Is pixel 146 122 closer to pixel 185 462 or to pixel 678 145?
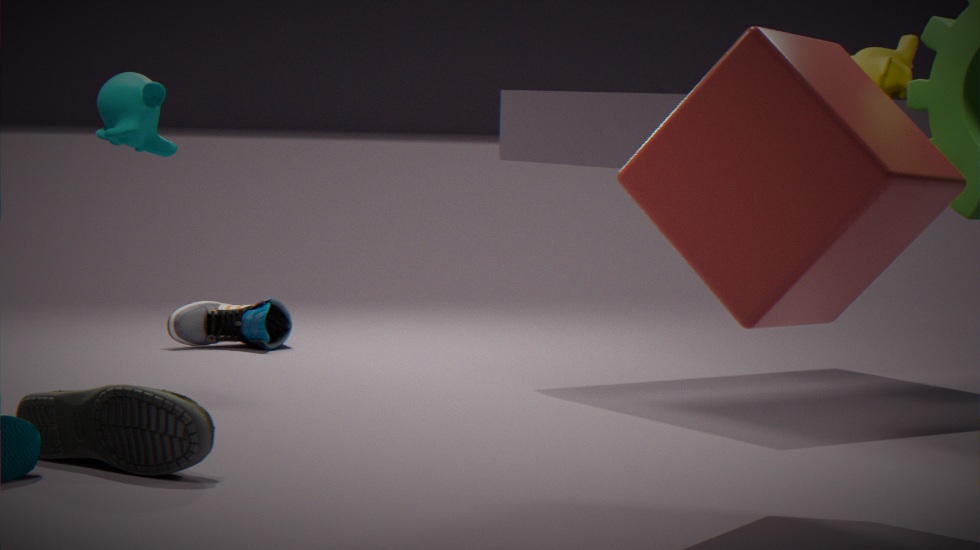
pixel 185 462
